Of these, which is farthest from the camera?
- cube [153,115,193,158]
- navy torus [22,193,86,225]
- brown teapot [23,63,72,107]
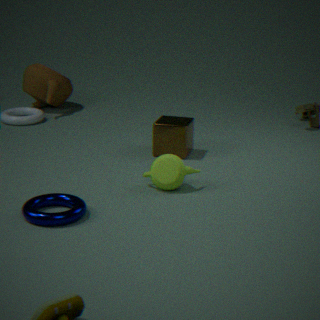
brown teapot [23,63,72,107]
